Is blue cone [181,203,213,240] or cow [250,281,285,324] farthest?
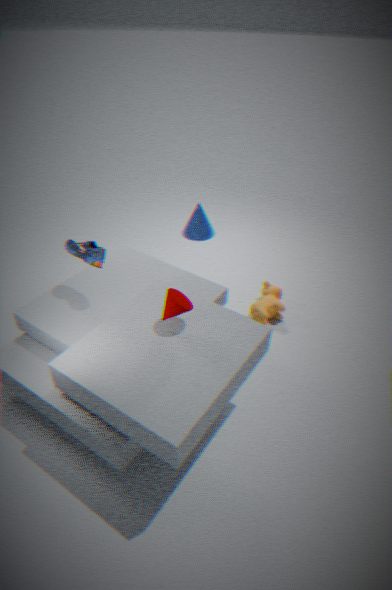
blue cone [181,203,213,240]
